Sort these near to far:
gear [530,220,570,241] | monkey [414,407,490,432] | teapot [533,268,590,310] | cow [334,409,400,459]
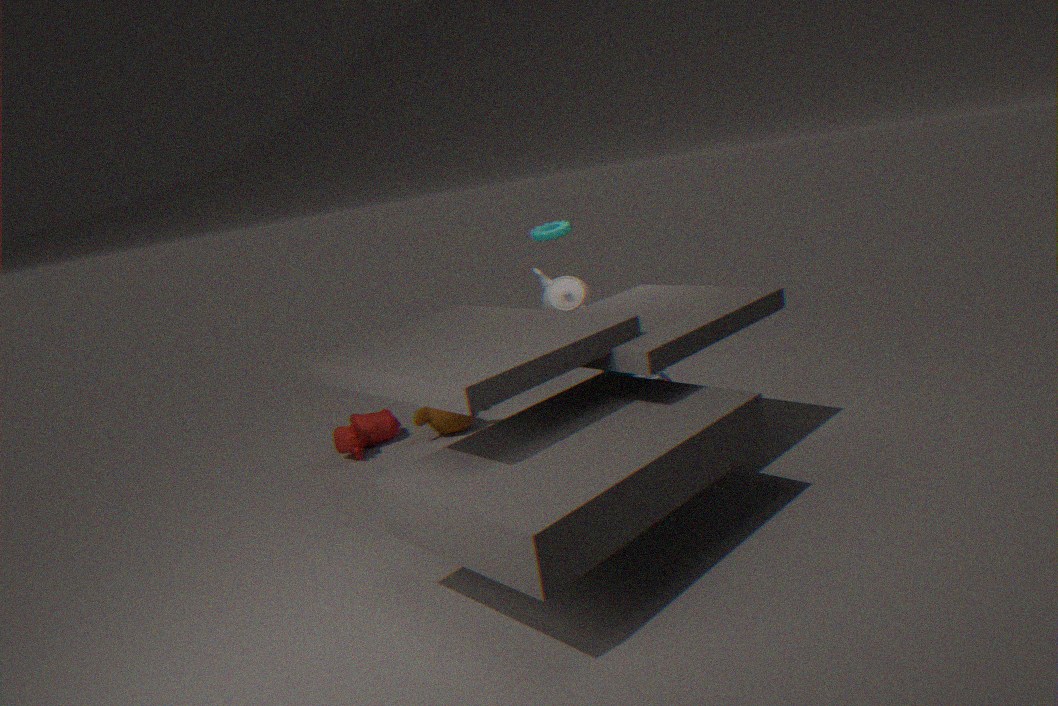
1. cow [334,409,400,459]
2. monkey [414,407,490,432]
3. gear [530,220,570,241]
4. teapot [533,268,590,310]
